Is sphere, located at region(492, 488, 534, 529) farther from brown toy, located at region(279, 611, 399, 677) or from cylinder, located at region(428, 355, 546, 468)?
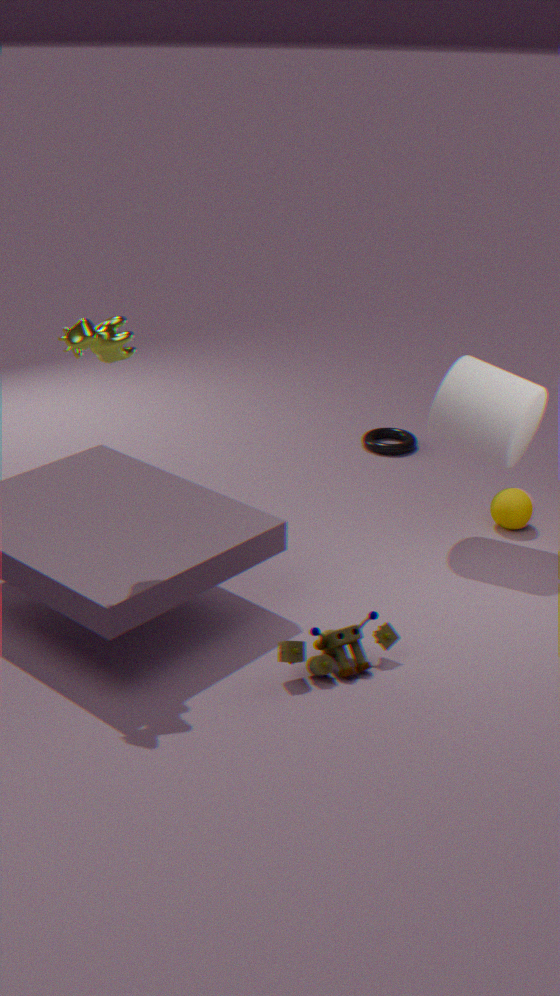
brown toy, located at region(279, 611, 399, 677)
